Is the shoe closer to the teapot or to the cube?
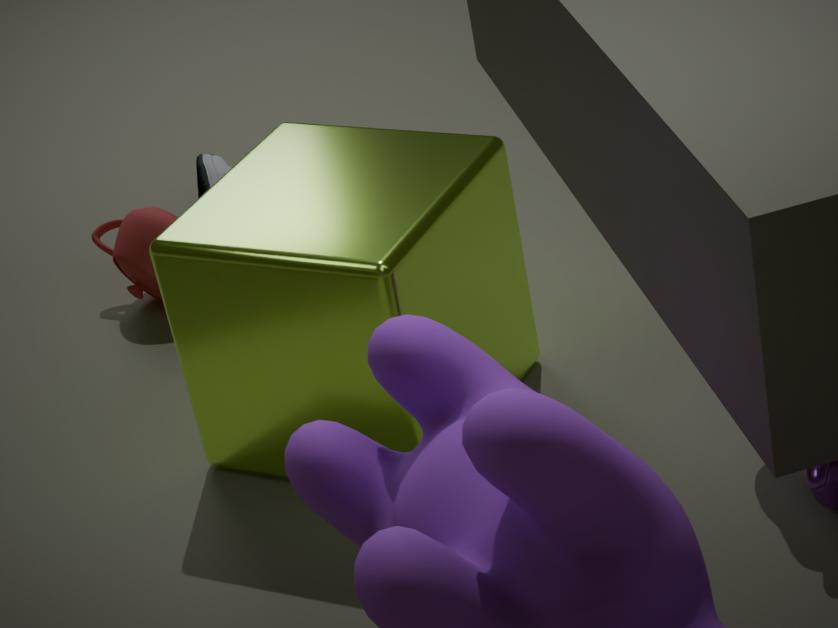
the teapot
